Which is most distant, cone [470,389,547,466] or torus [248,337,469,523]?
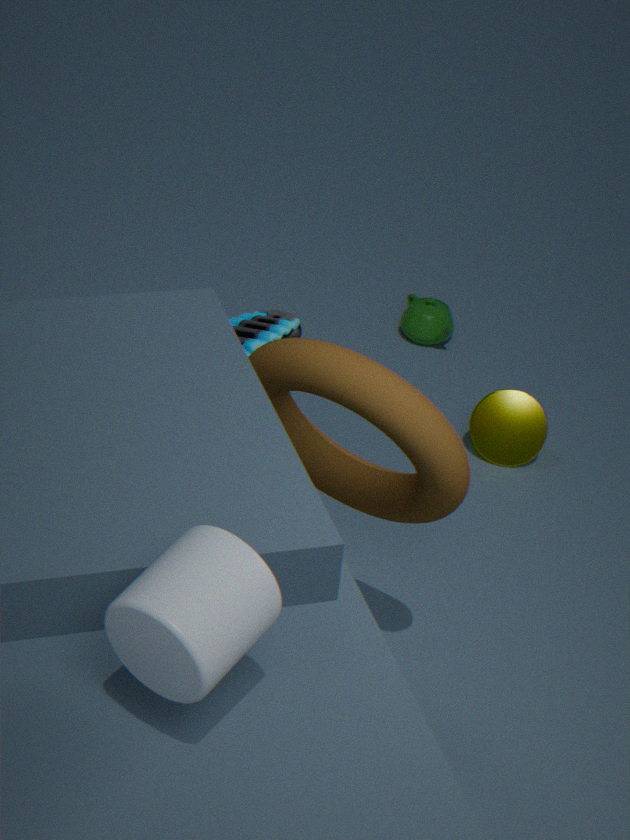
cone [470,389,547,466]
